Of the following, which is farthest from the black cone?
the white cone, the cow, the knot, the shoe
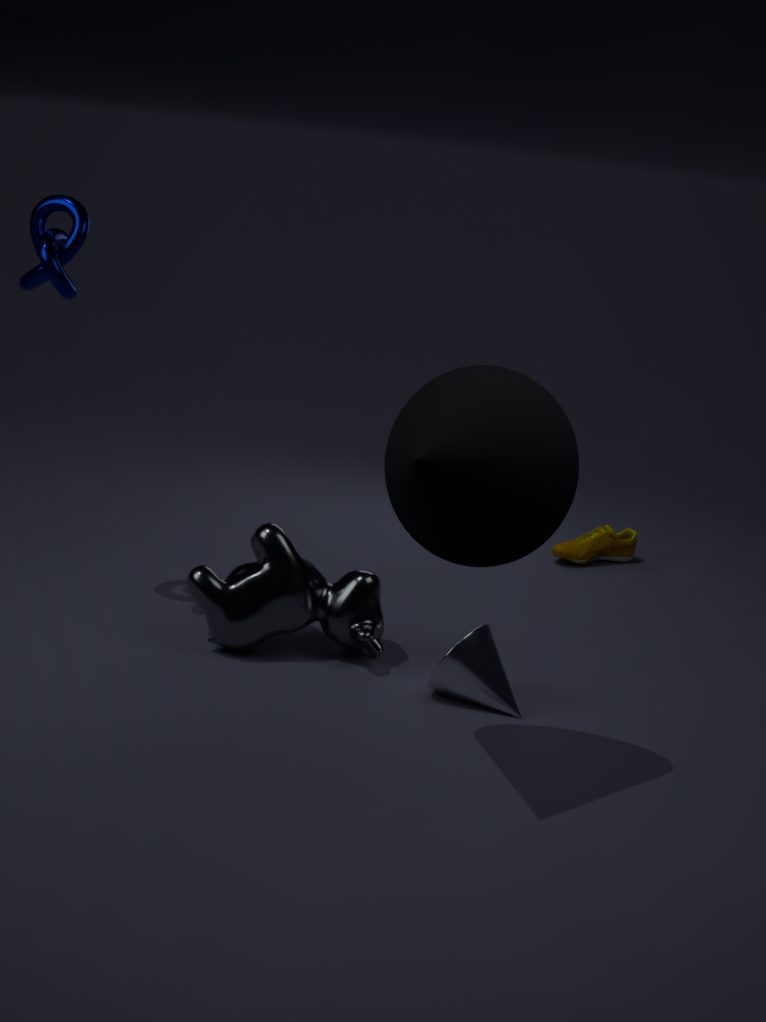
the shoe
